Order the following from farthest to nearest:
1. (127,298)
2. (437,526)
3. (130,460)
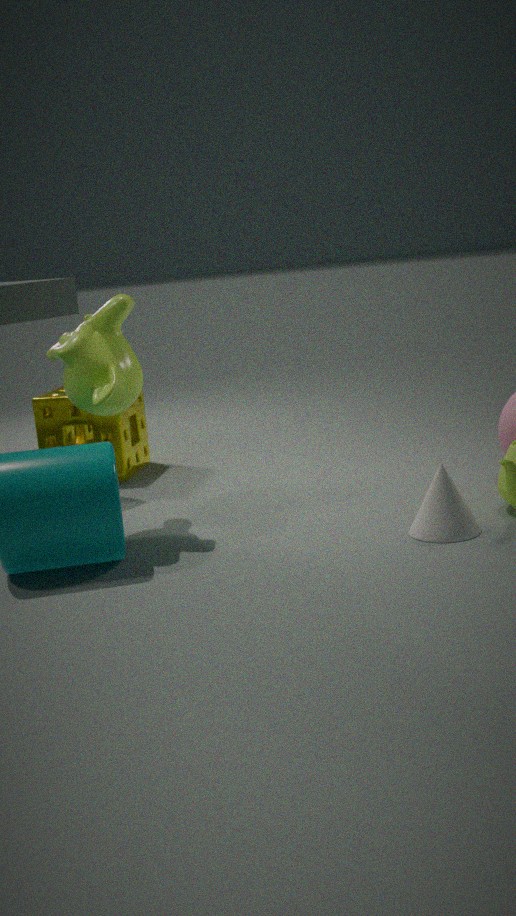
1. (130,460)
2. (127,298)
3. (437,526)
